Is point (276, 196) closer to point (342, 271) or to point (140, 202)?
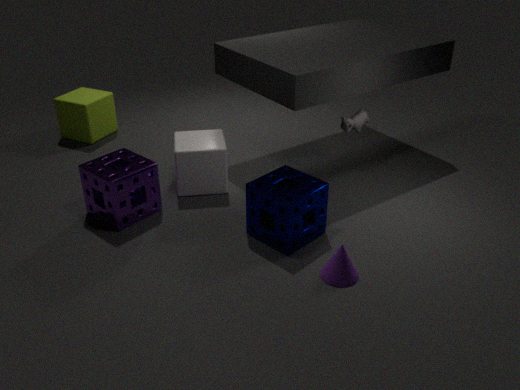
point (342, 271)
